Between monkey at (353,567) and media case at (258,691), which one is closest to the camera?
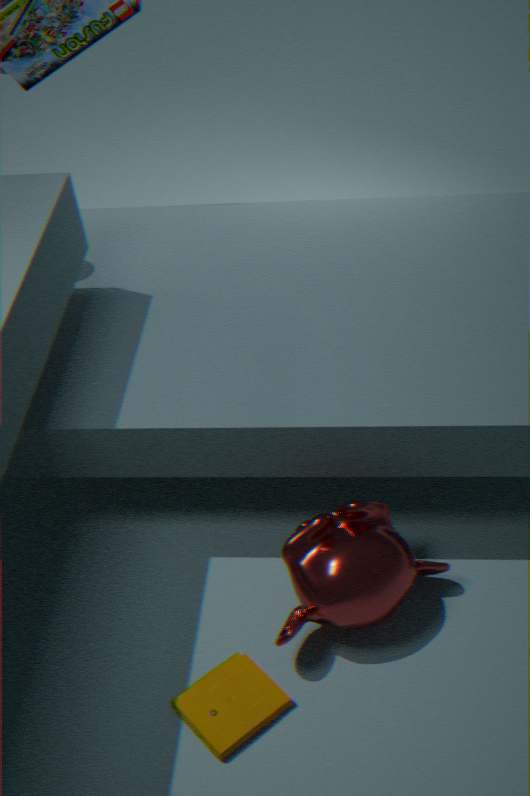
media case at (258,691)
